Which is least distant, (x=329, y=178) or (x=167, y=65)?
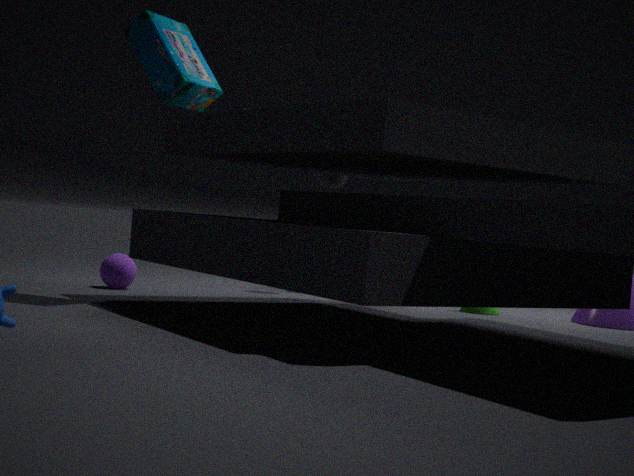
(x=167, y=65)
